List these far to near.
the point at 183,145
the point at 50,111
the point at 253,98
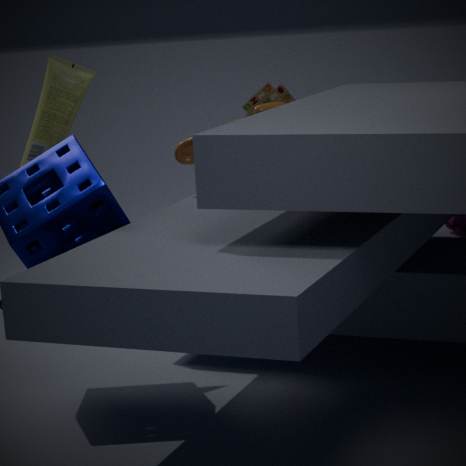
the point at 253,98, the point at 183,145, the point at 50,111
